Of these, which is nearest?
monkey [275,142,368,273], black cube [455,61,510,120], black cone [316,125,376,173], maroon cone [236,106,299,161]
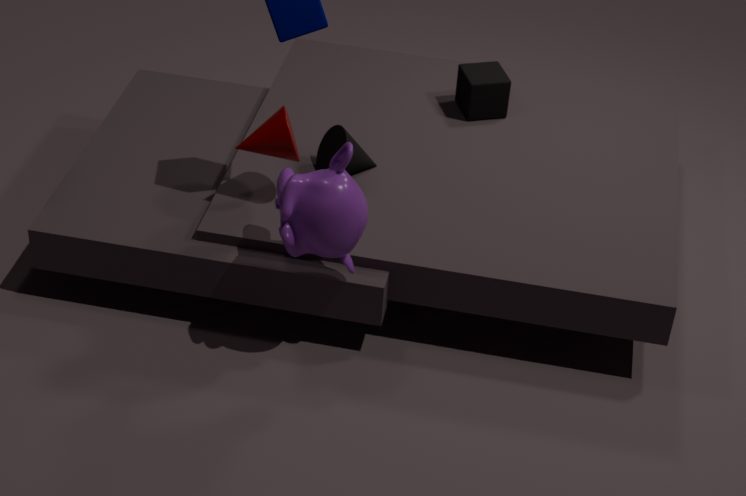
monkey [275,142,368,273]
